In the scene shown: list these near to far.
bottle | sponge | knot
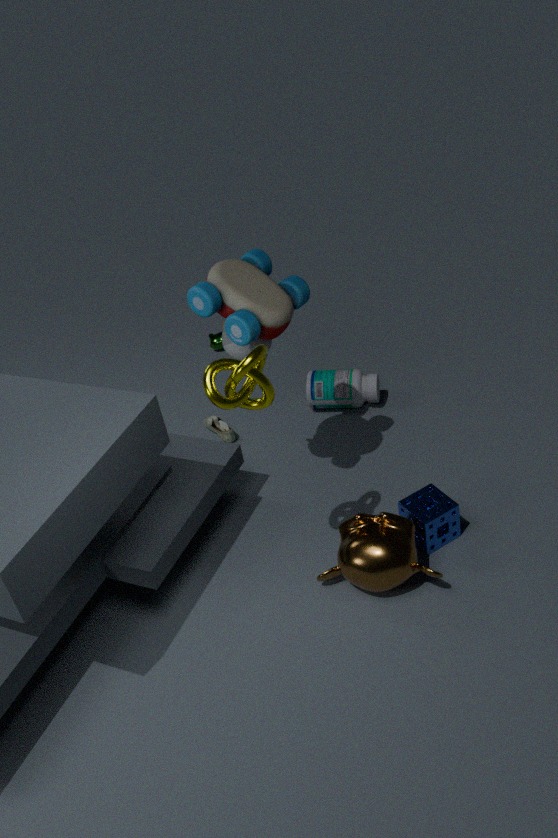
knot < sponge < bottle
